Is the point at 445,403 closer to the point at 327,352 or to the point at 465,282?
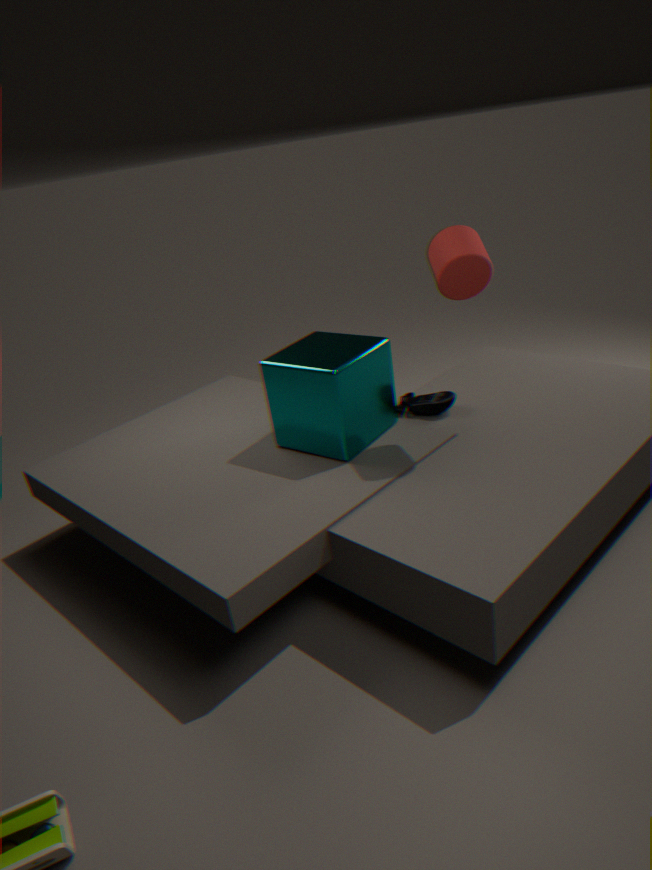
the point at 327,352
